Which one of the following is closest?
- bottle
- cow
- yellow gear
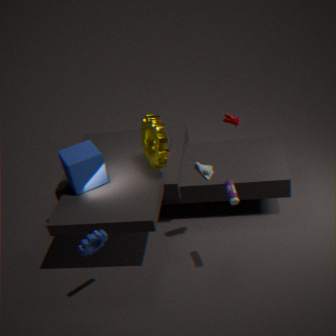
bottle
